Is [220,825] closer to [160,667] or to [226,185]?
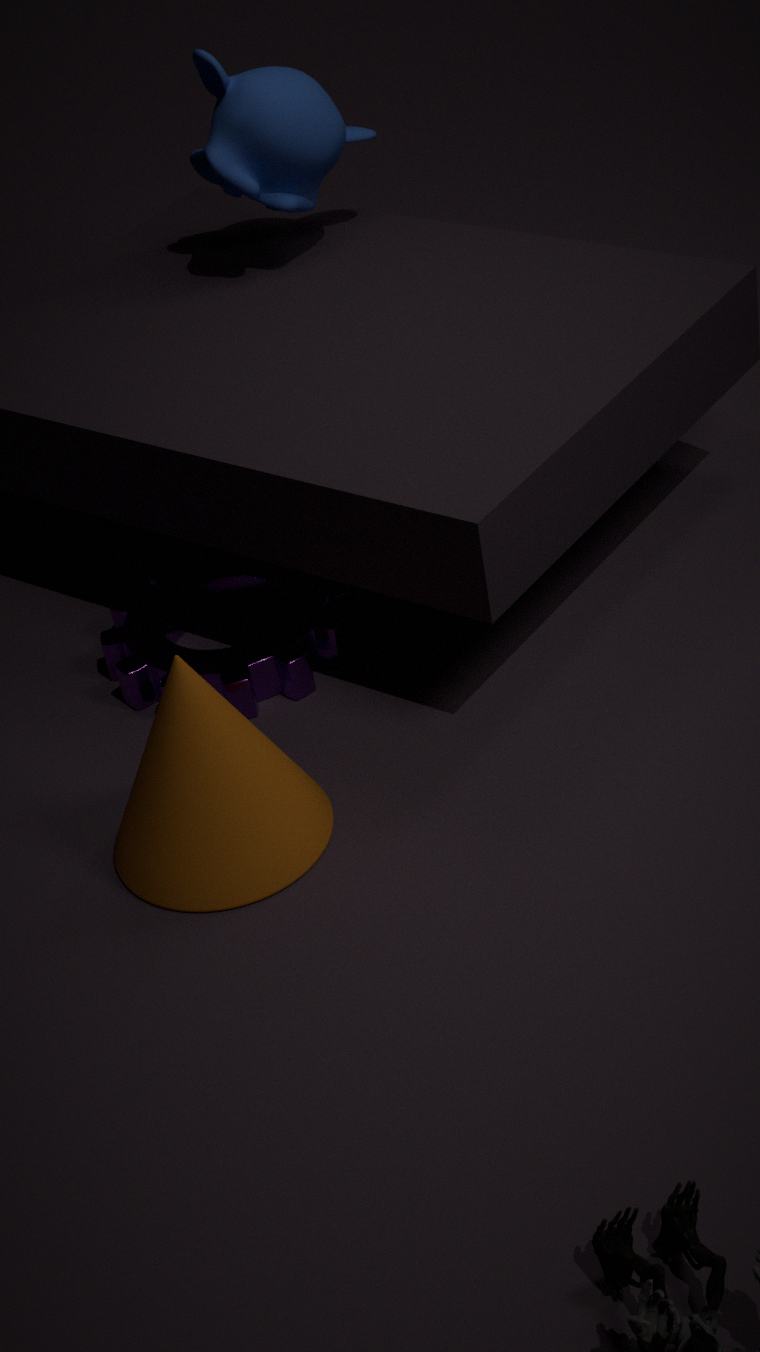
[160,667]
